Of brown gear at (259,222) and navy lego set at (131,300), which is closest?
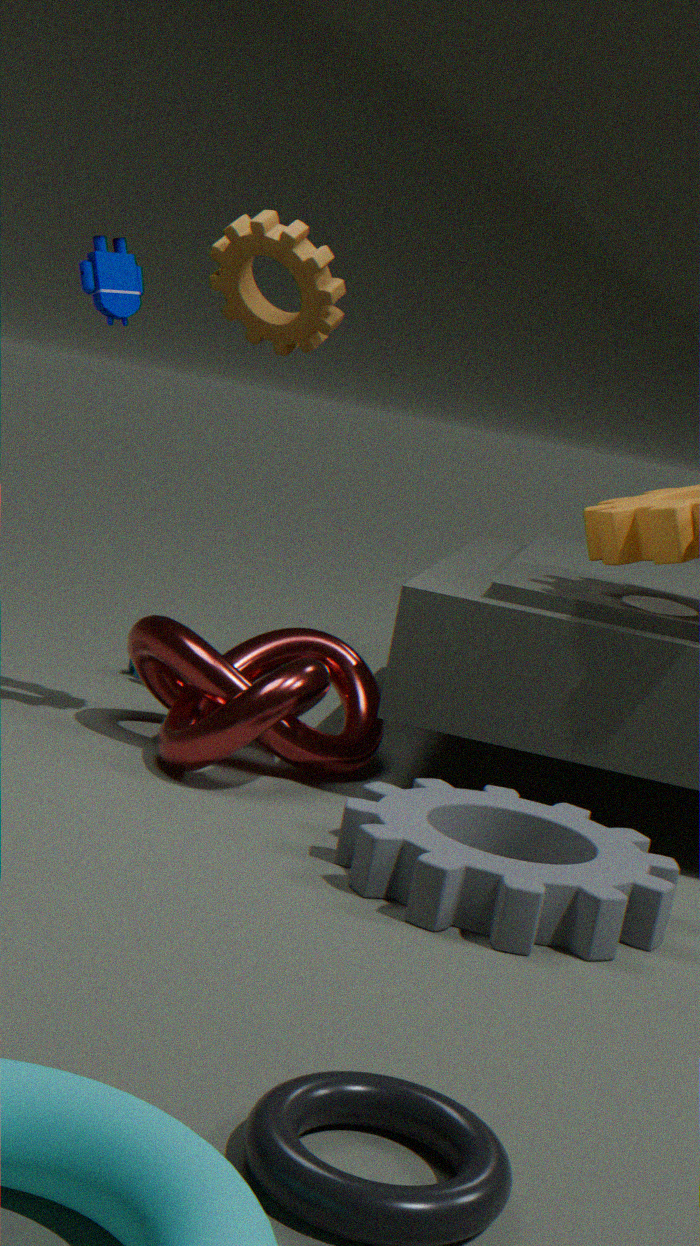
brown gear at (259,222)
